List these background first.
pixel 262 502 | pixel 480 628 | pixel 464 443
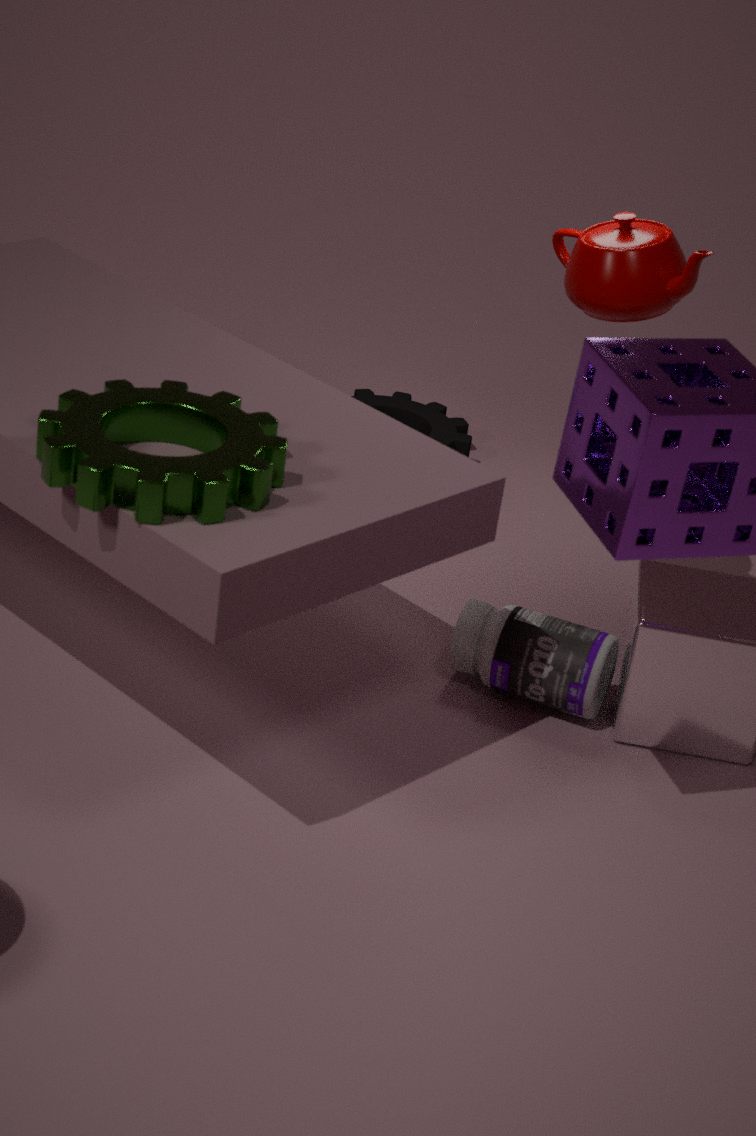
pixel 464 443
pixel 480 628
pixel 262 502
